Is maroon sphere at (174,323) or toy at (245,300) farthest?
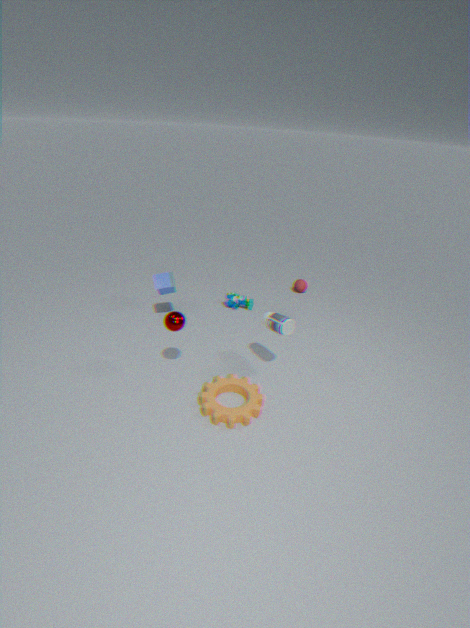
toy at (245,300)
